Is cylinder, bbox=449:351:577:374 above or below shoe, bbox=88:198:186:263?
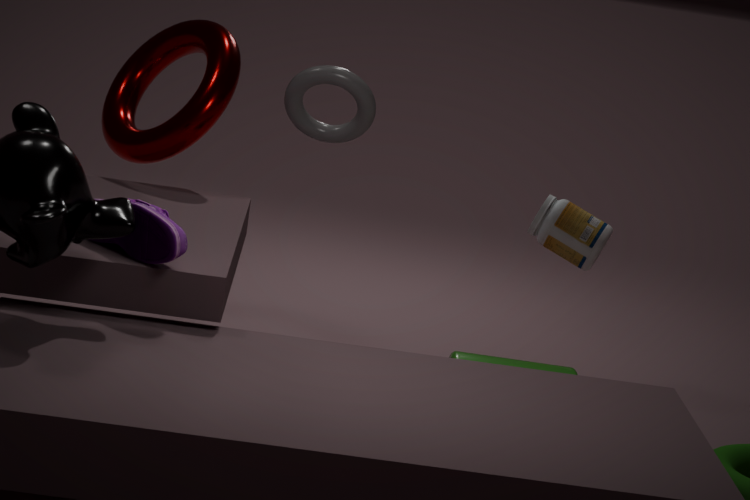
below
